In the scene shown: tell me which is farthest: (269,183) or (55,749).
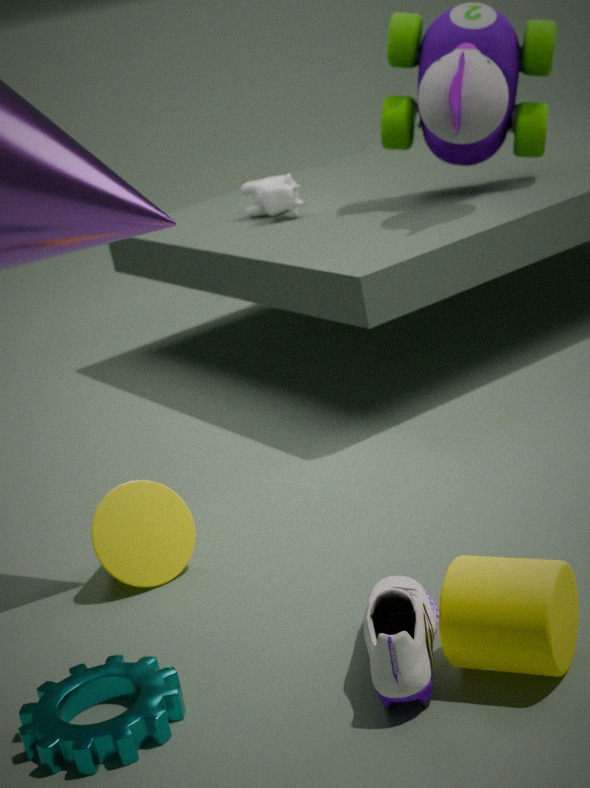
(269,183)
